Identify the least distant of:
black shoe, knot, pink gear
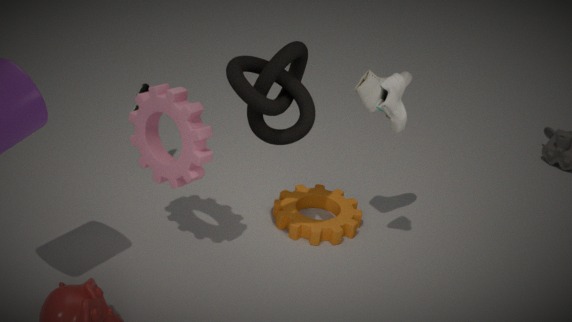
knot
